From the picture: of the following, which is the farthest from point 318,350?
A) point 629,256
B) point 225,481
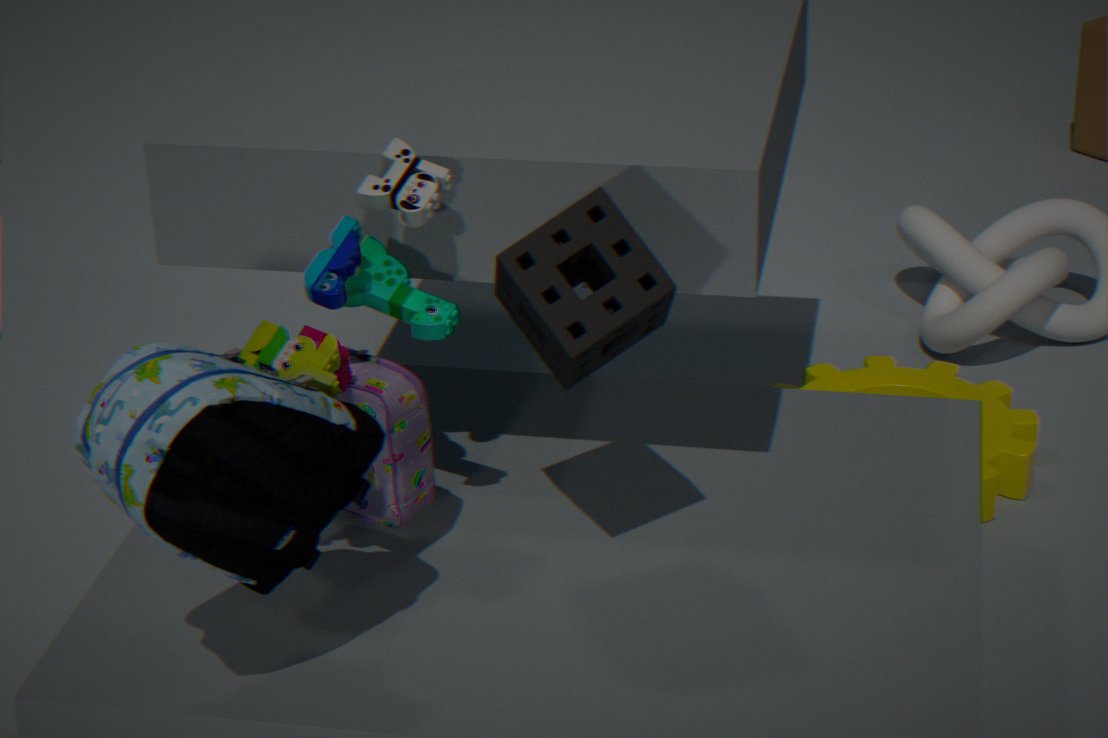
point 225,481
